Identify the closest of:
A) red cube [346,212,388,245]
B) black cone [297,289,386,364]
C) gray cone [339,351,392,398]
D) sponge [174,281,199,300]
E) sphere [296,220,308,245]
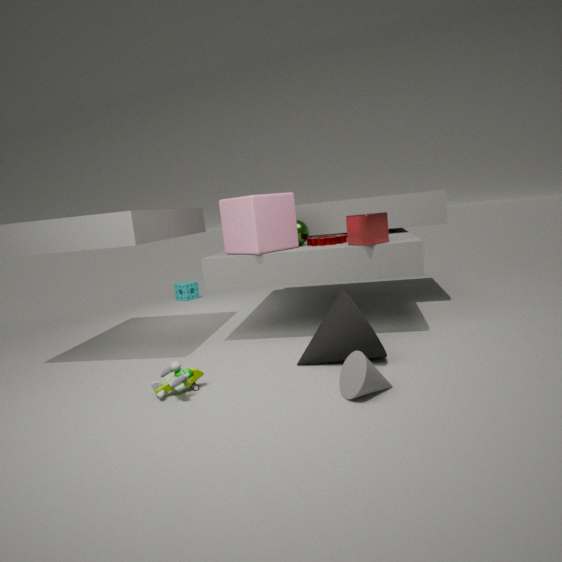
gray cone [339,351,392,398]
